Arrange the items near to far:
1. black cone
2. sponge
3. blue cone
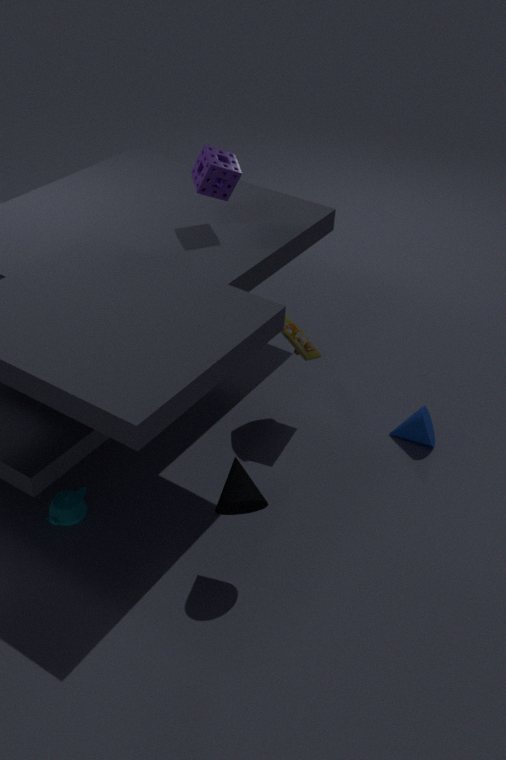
black cone, sponge, blue cone
